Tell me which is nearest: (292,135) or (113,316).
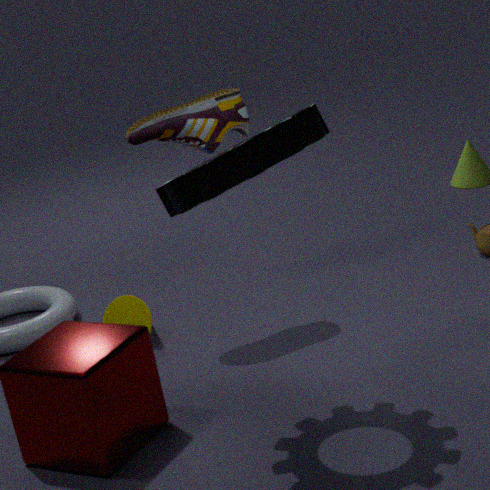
(292,135)
